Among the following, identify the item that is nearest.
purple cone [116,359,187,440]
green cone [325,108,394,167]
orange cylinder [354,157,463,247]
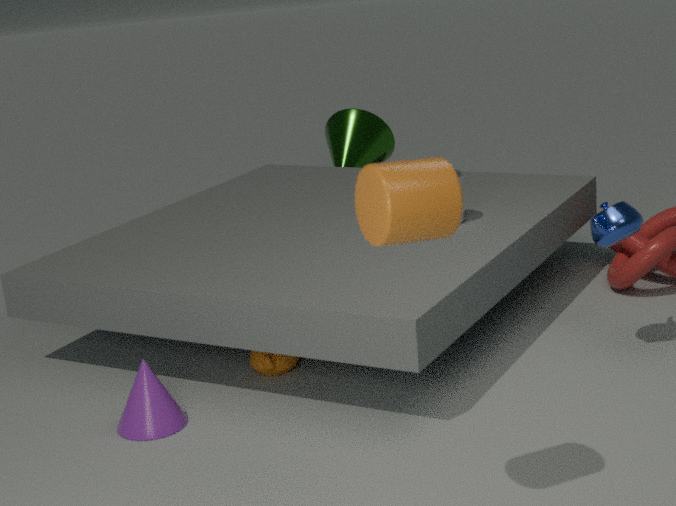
orange cylinder [354,157,463,247]
